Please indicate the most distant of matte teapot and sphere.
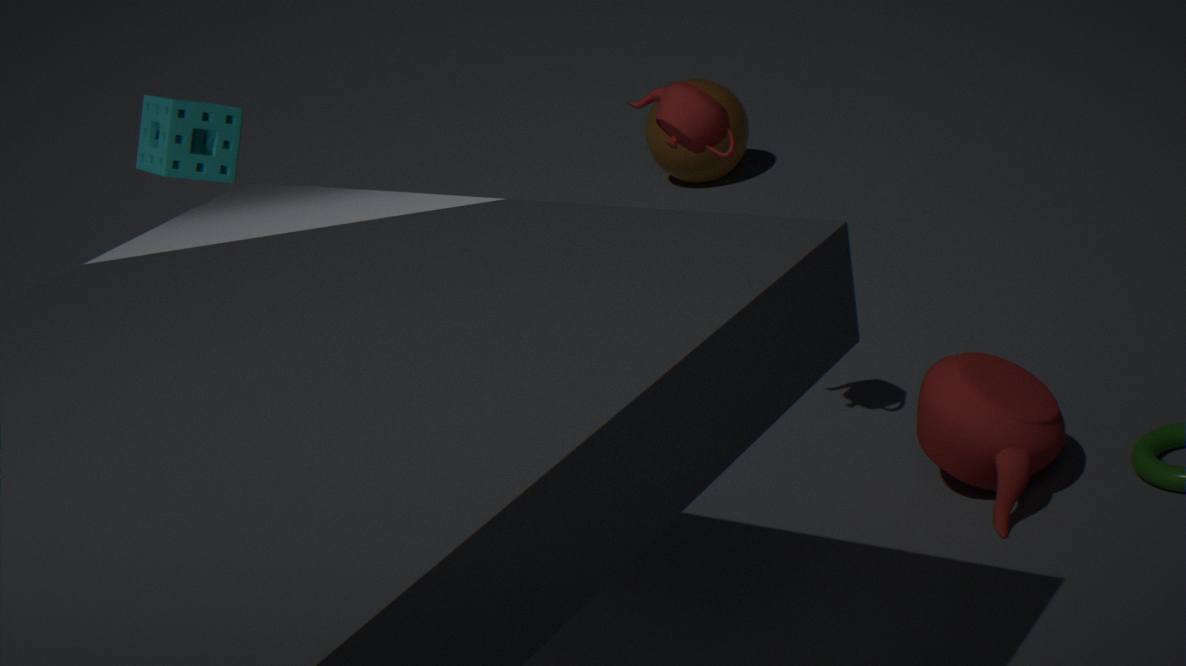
sphere
